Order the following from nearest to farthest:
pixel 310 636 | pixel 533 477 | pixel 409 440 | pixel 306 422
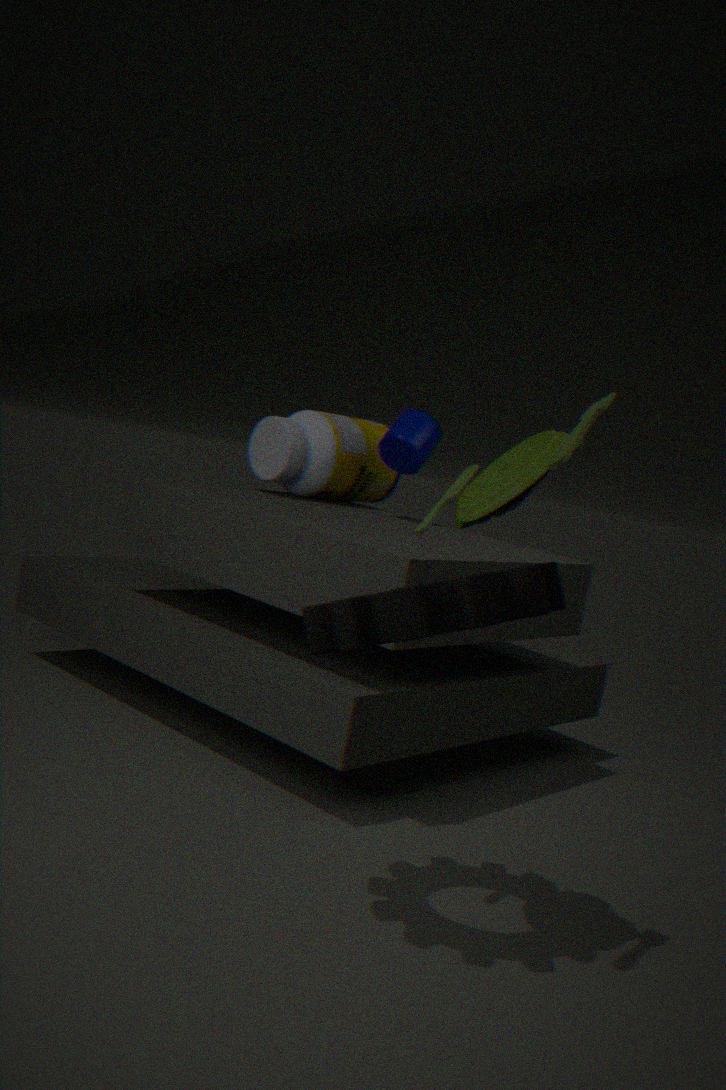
pixel 533 477 < pixel 310 636 < pixel 409 440 < pixel 306 422
